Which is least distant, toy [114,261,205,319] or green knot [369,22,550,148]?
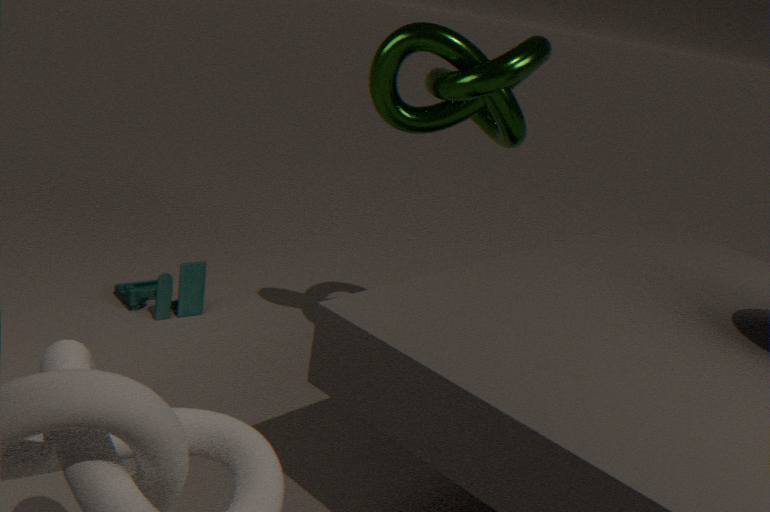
green knot [369,22,550,148]
